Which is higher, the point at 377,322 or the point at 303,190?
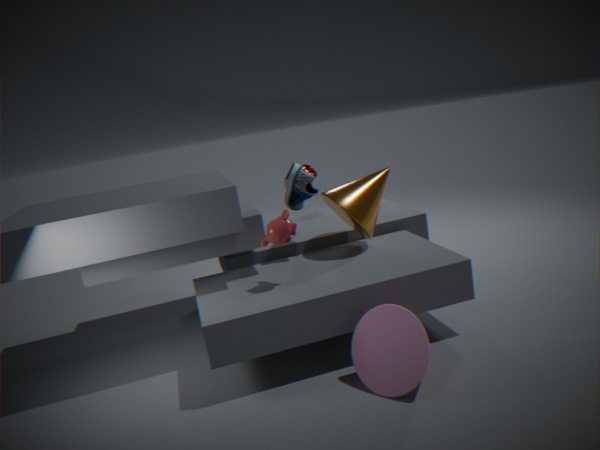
the point at 303,190
